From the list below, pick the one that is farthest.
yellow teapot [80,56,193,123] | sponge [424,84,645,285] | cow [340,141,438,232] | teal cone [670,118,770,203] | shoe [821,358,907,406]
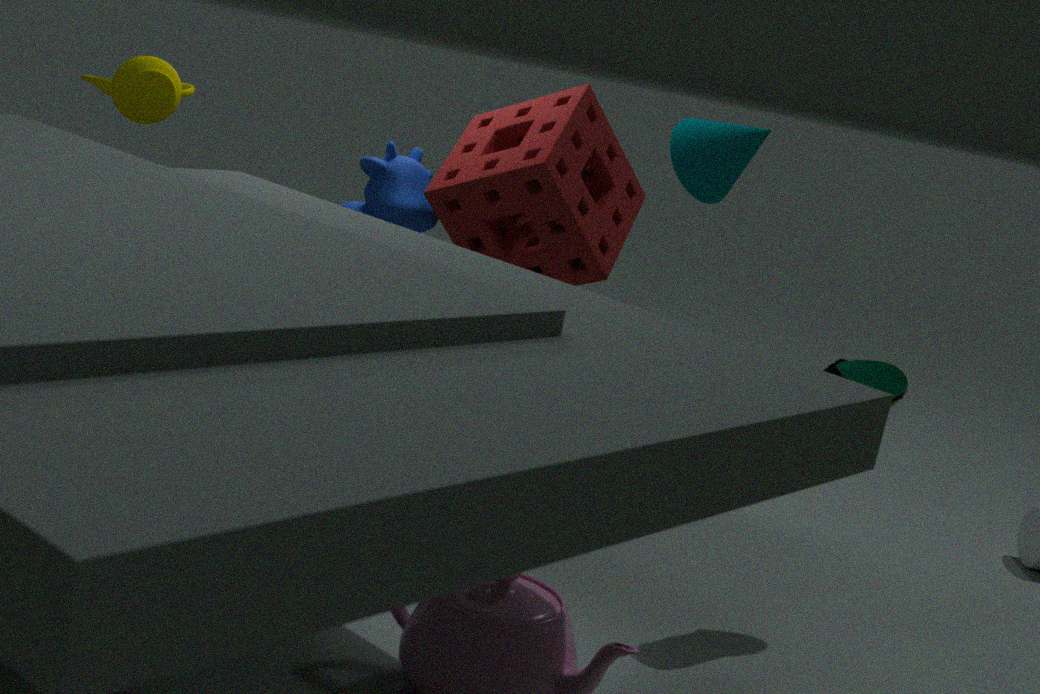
cow [340,141,438,232]
